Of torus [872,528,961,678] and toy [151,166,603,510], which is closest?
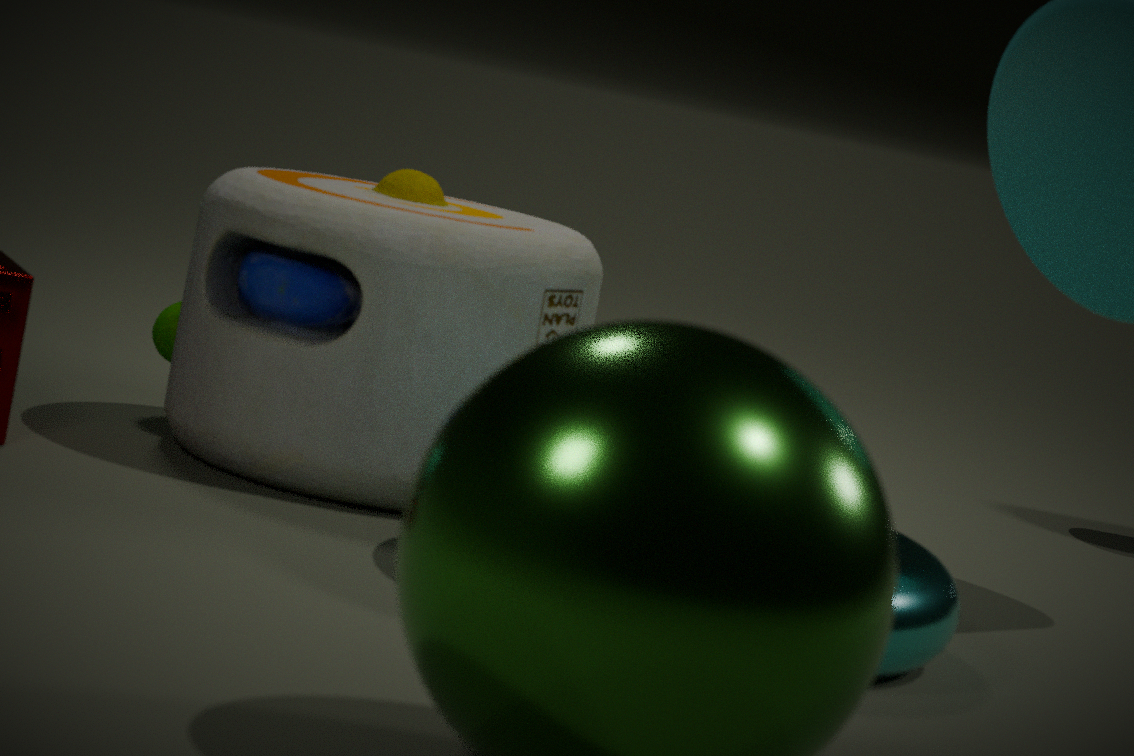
torus [872,528,961,678]
